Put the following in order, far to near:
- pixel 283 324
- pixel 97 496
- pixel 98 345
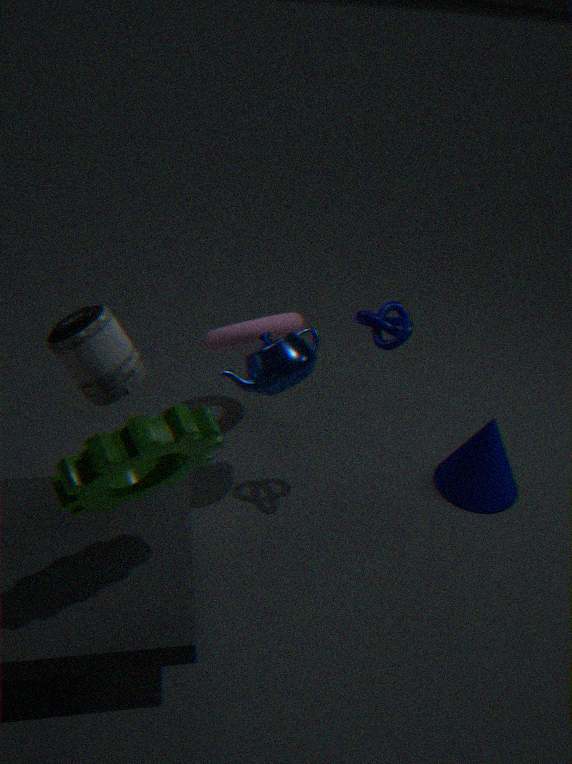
pixel 283 324 < pixel 98 345 < pixel 97 496
